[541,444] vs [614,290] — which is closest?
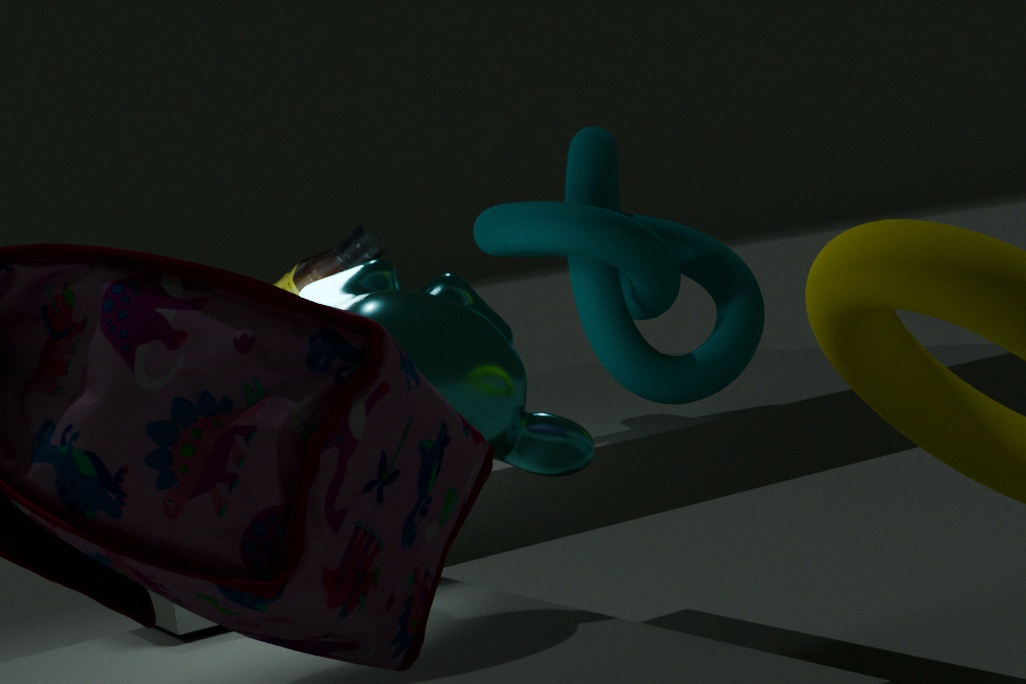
[541,444]
